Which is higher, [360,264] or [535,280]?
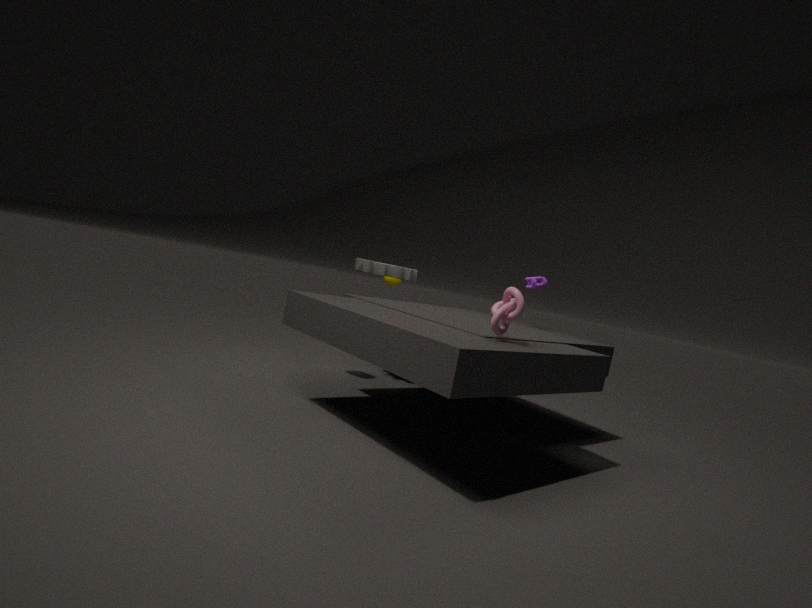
[535,280]
